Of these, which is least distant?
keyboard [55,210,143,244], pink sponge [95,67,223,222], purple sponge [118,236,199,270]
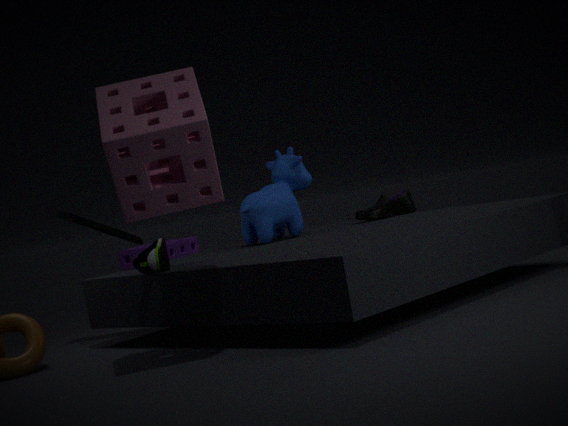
pink sponge [95,67,223,222]
